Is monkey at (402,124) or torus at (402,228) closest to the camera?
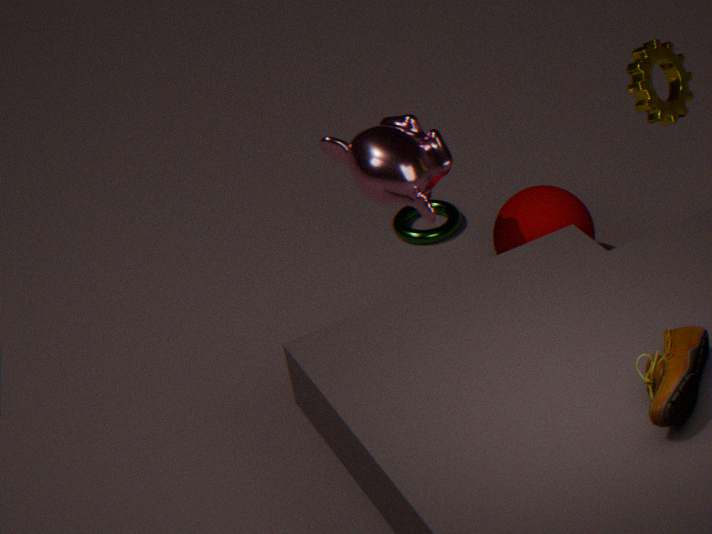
monkey at (402,124)
